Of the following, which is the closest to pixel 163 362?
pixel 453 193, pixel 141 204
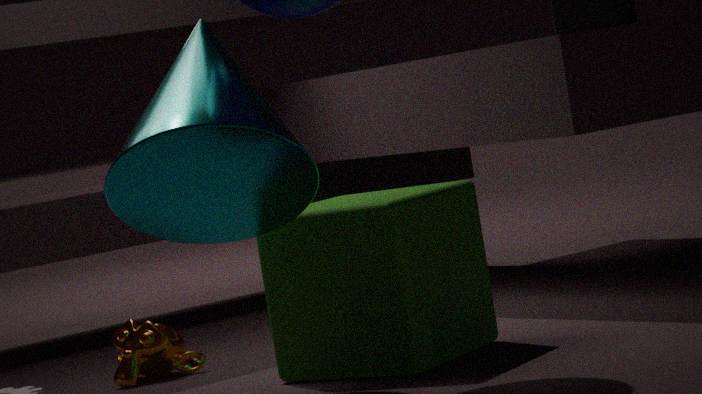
pixel 453 193
